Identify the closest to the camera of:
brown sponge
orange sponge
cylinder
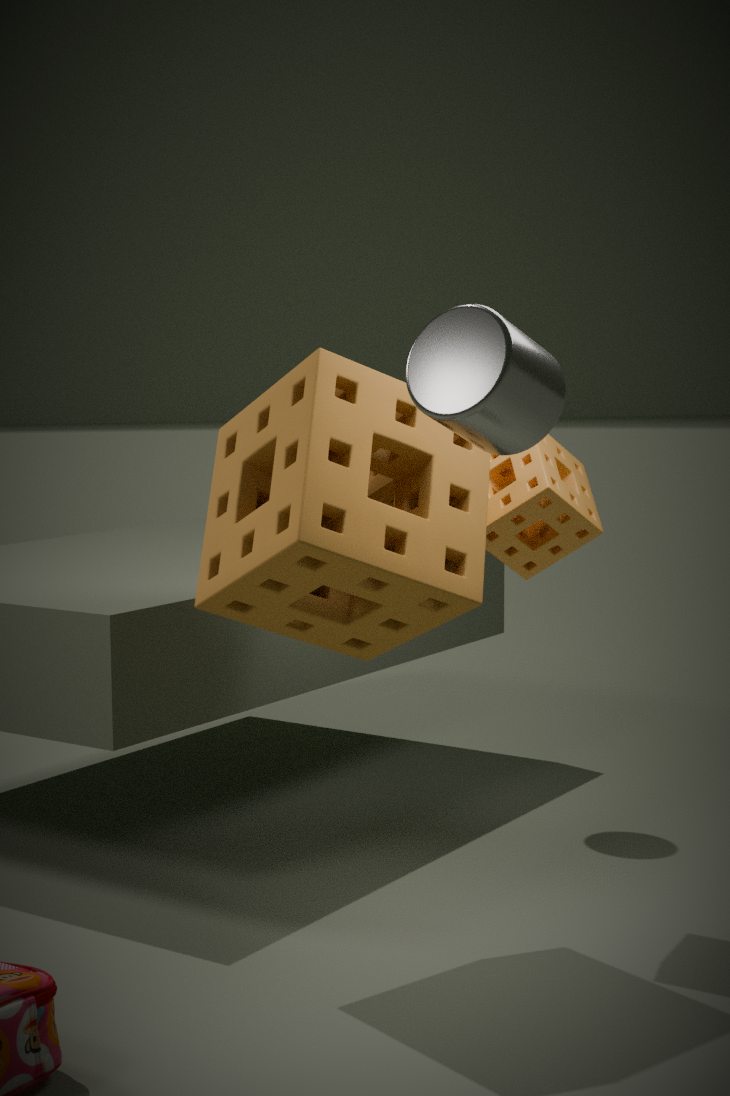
cylinder
